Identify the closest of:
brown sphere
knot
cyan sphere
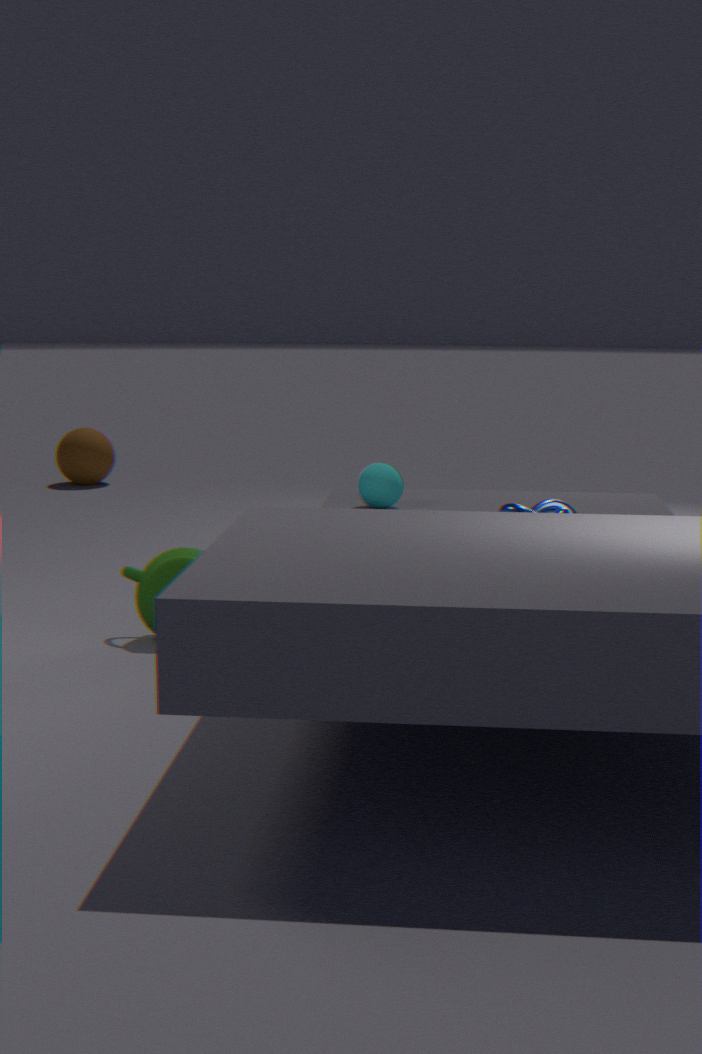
knot
